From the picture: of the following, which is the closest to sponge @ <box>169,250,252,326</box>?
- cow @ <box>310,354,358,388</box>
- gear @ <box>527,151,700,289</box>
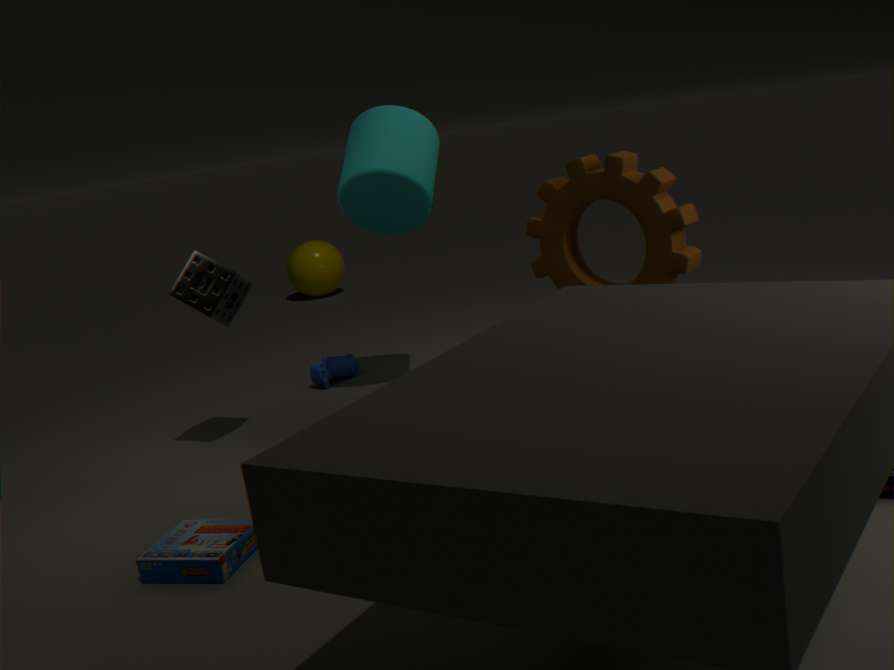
cow @ <box>310,354,358,388</box>
